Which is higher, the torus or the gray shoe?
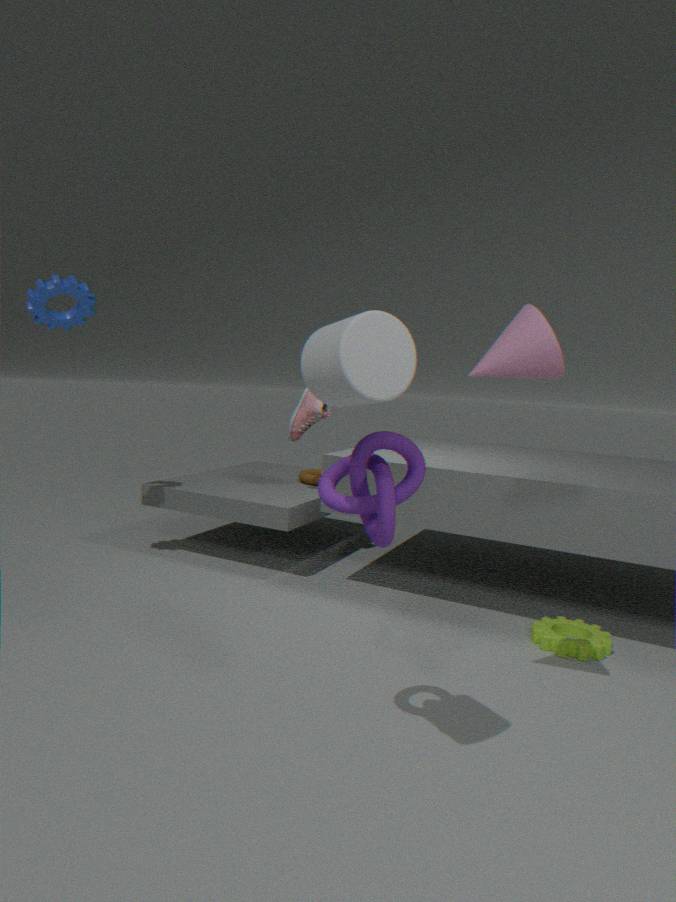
the gray shoe
